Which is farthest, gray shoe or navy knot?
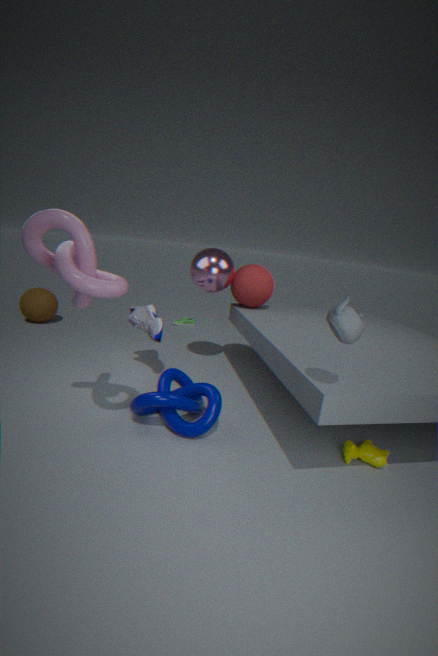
gray shoe
